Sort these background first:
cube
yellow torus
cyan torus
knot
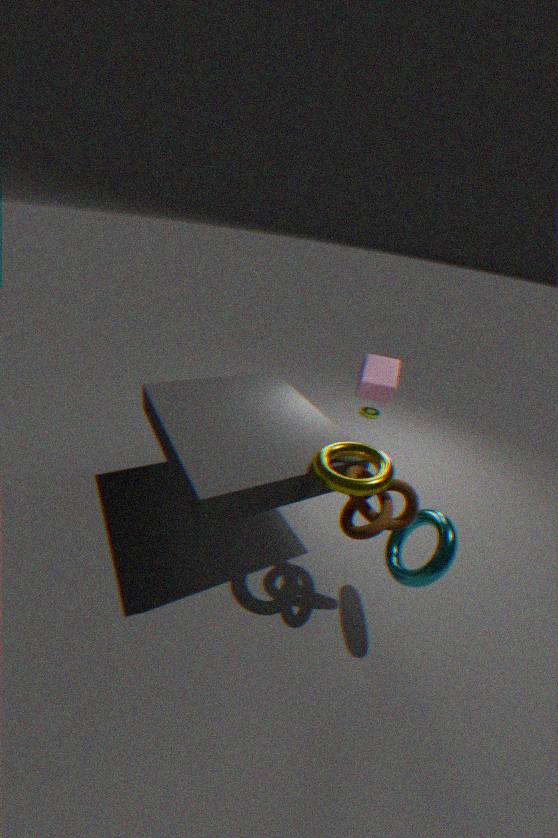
Result: 1. cube
2. knot
3. yellow torus
4. cyan torus
